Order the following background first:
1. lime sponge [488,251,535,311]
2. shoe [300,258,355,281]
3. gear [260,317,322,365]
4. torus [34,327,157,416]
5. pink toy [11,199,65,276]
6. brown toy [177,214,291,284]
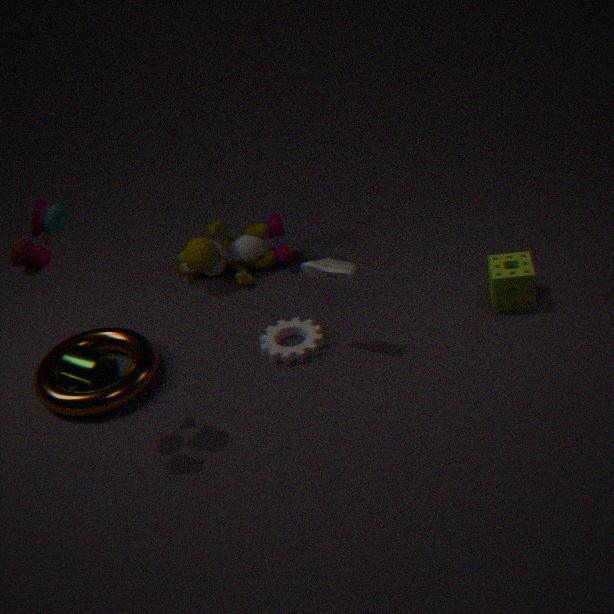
brown toy [177,214,291,284], gear [260,317,322,365], lime sponge [488,251,535,311], torus [34,327,157,416], shoe [300,258,355,281], pink toy [11,199,65,276]
